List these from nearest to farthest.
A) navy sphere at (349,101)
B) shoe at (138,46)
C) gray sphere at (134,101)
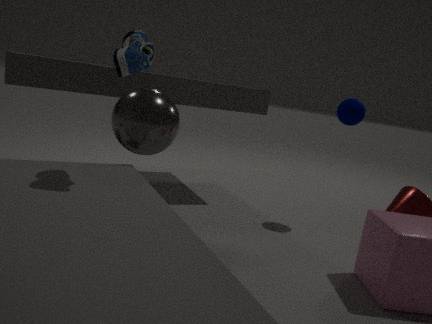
shoe at (138,46), gray sphere at (134,101), navy sphere at (349,101)
